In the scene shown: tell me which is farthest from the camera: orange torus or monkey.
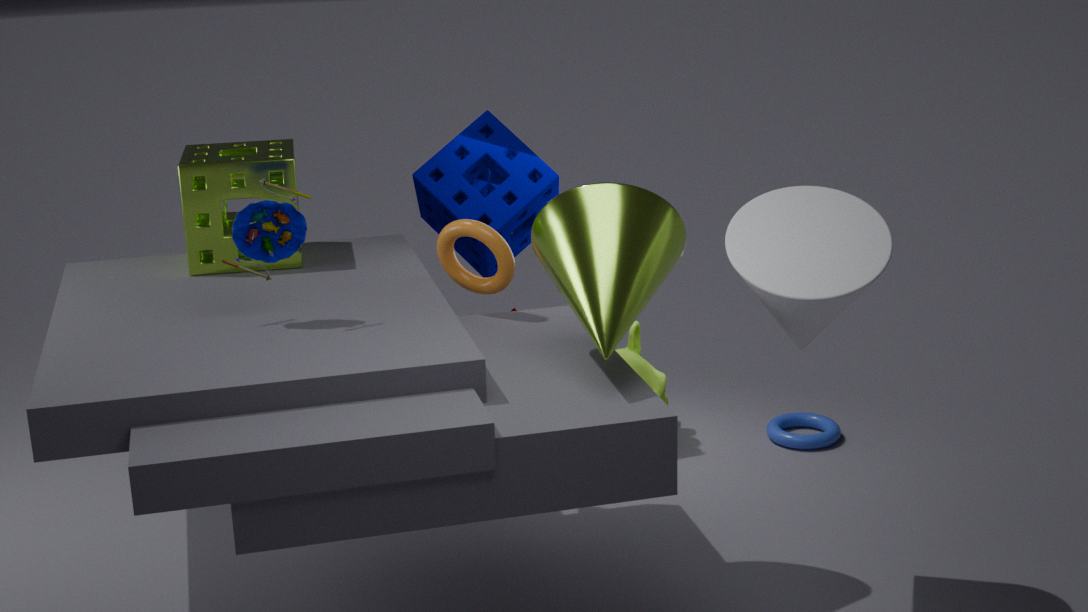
monkey
